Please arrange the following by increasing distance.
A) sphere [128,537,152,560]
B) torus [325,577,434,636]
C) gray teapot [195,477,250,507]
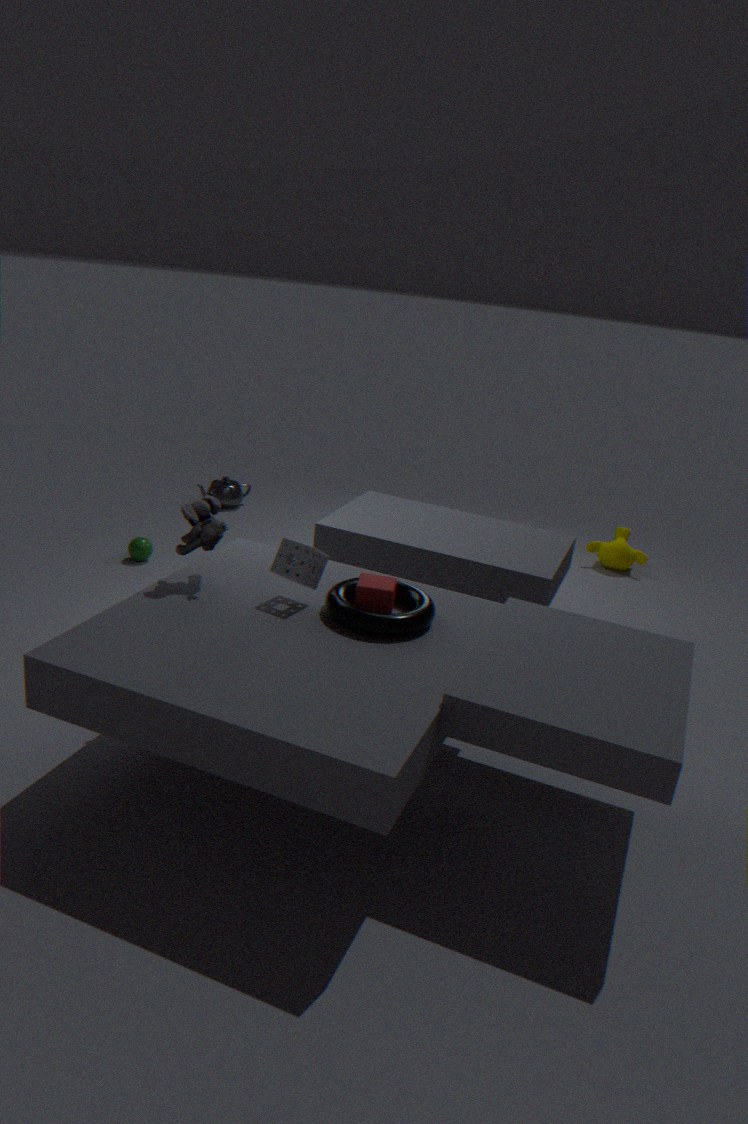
B. torus [325,577,434,636] → A. sphere [128,537,152,560] → C. gray teapot [195,477,250,507]
